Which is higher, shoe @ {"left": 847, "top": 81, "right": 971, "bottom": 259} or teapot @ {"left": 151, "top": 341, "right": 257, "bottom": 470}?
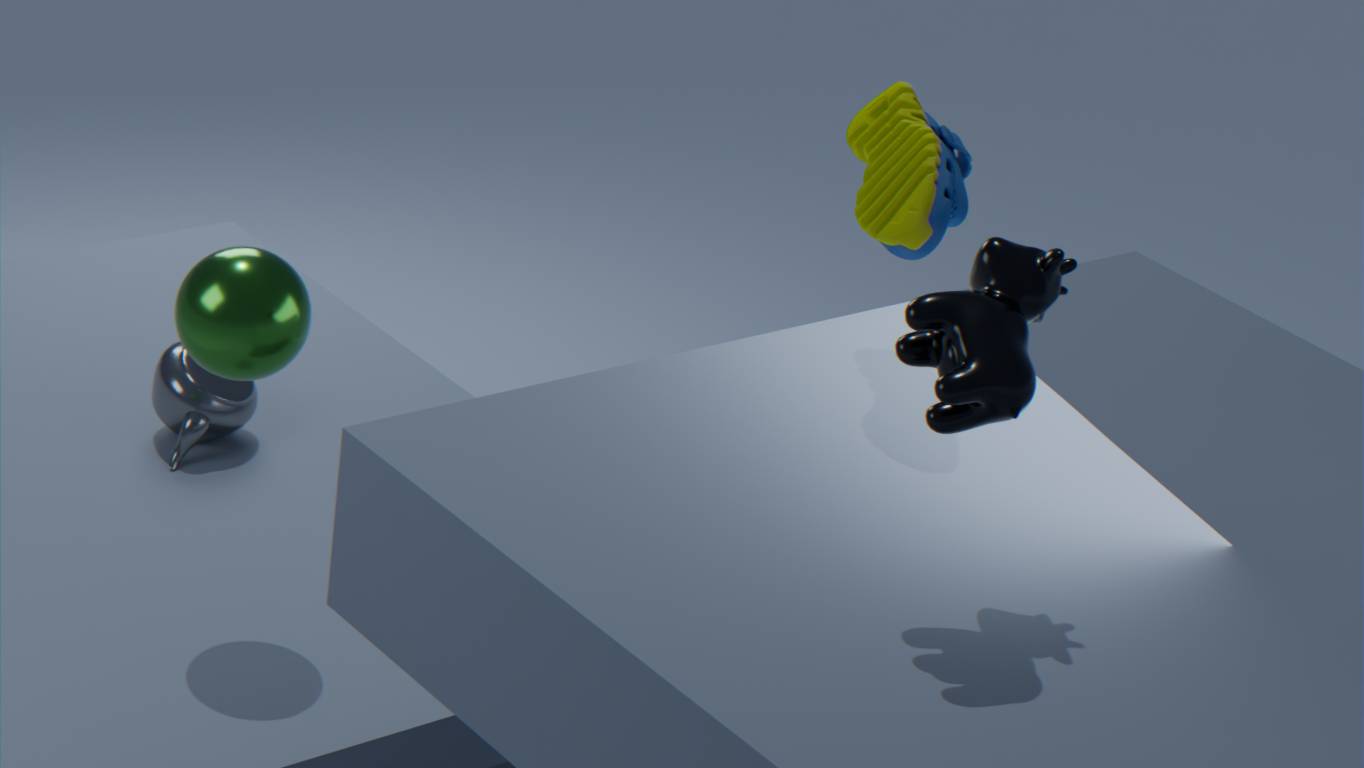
shoe @ {"left": 847, "top": 81, "right": 971, "bottom": 259}
